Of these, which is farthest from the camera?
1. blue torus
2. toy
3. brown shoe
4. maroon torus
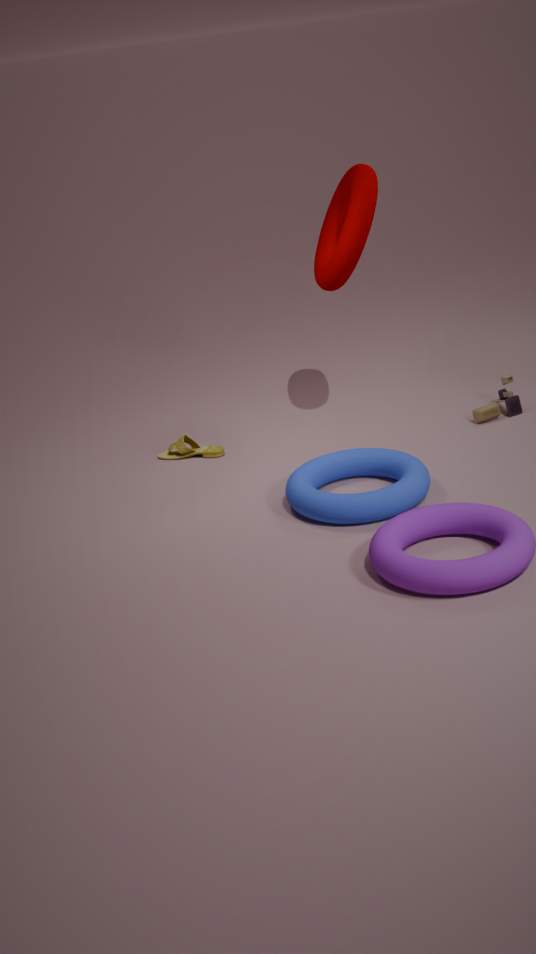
brown shoe
